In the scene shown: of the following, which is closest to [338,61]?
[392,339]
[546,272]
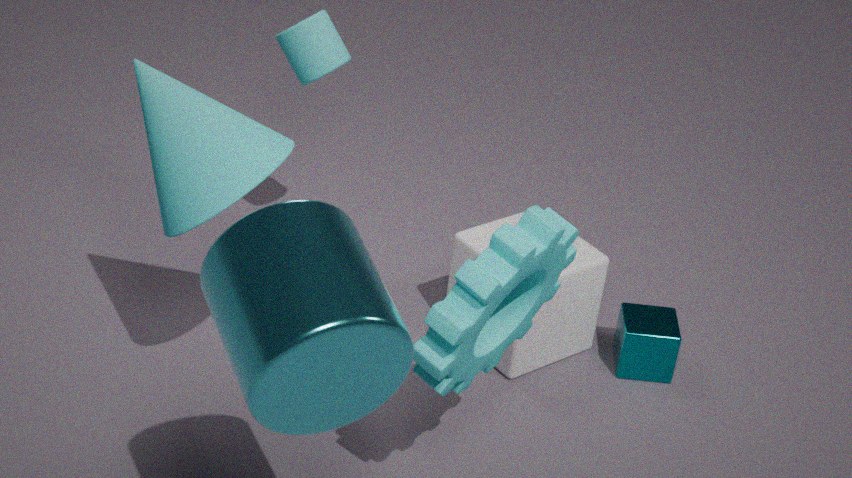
[546,272]
